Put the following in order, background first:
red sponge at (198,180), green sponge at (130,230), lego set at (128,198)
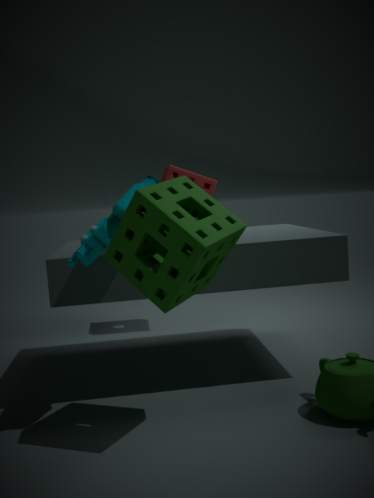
red sponge at (198,180)
lego set at (128,198)
green sponge at (130,230)
